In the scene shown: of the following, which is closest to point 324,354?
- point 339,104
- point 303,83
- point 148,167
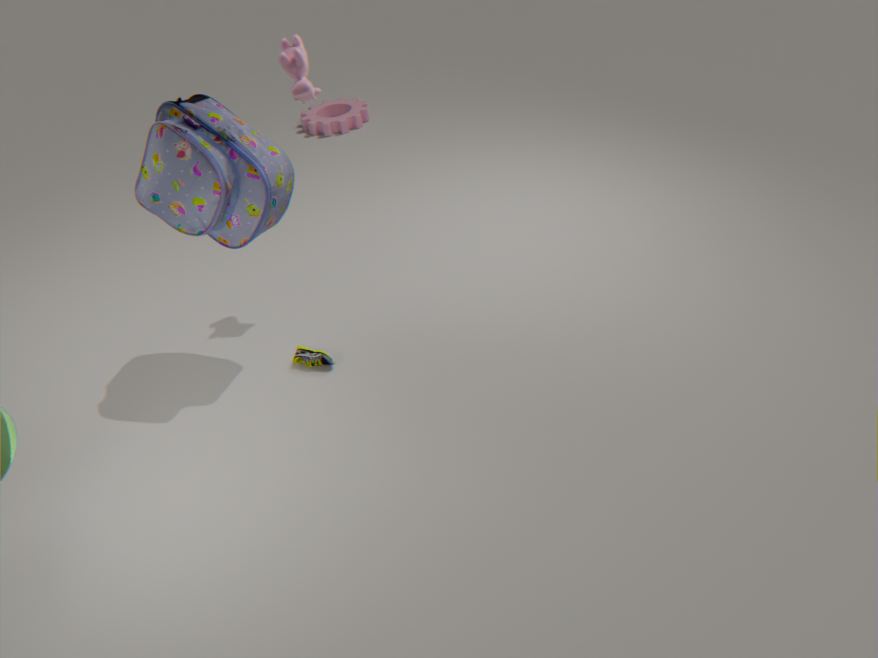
point 148,167
